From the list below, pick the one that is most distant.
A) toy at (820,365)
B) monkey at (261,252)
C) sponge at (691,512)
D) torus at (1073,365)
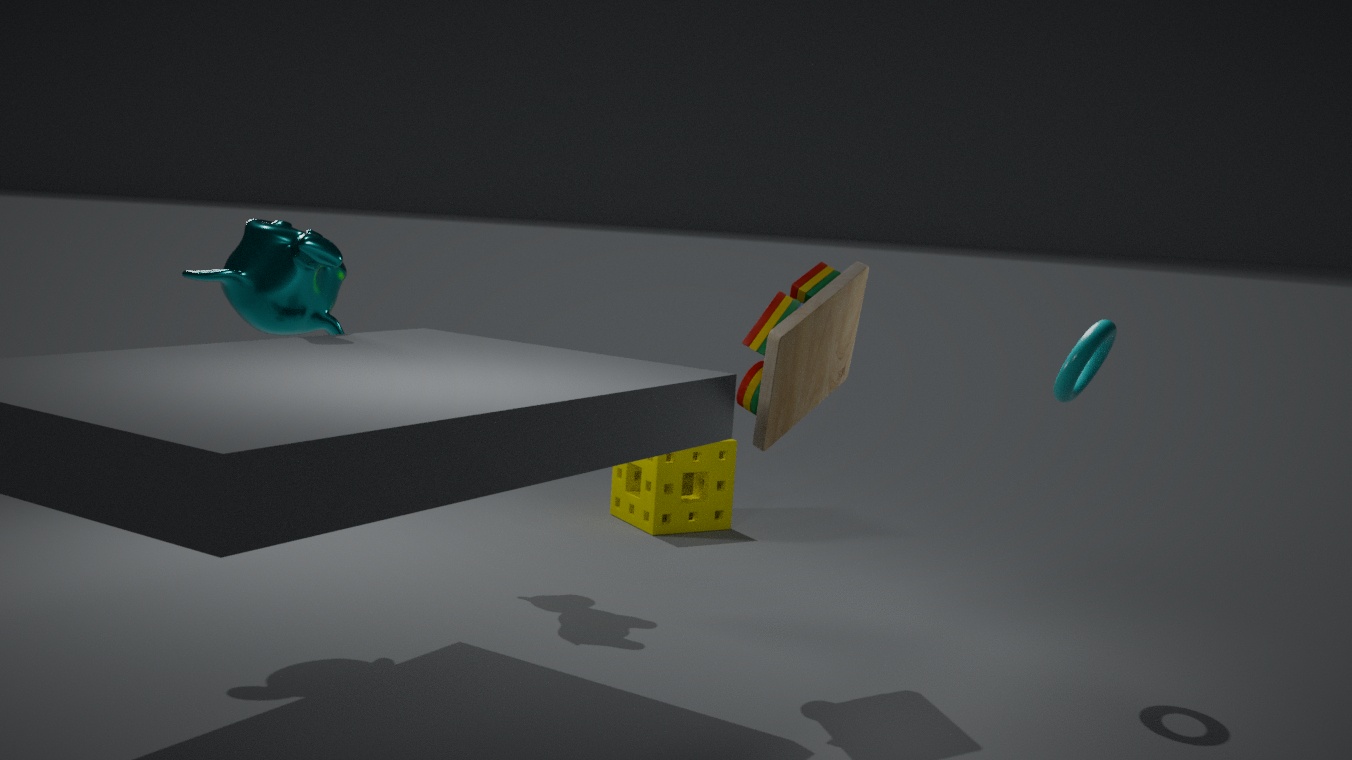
C. sponge at (691,512)
